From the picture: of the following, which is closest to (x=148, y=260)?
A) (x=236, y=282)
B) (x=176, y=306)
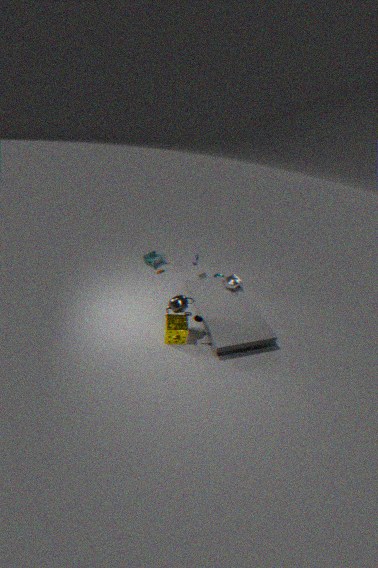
(x=236, y=282)
